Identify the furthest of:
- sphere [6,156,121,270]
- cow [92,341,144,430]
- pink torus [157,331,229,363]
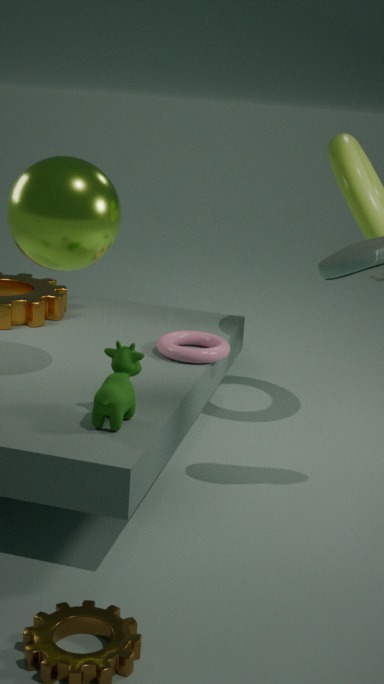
pink torus [157,331,229,363]
